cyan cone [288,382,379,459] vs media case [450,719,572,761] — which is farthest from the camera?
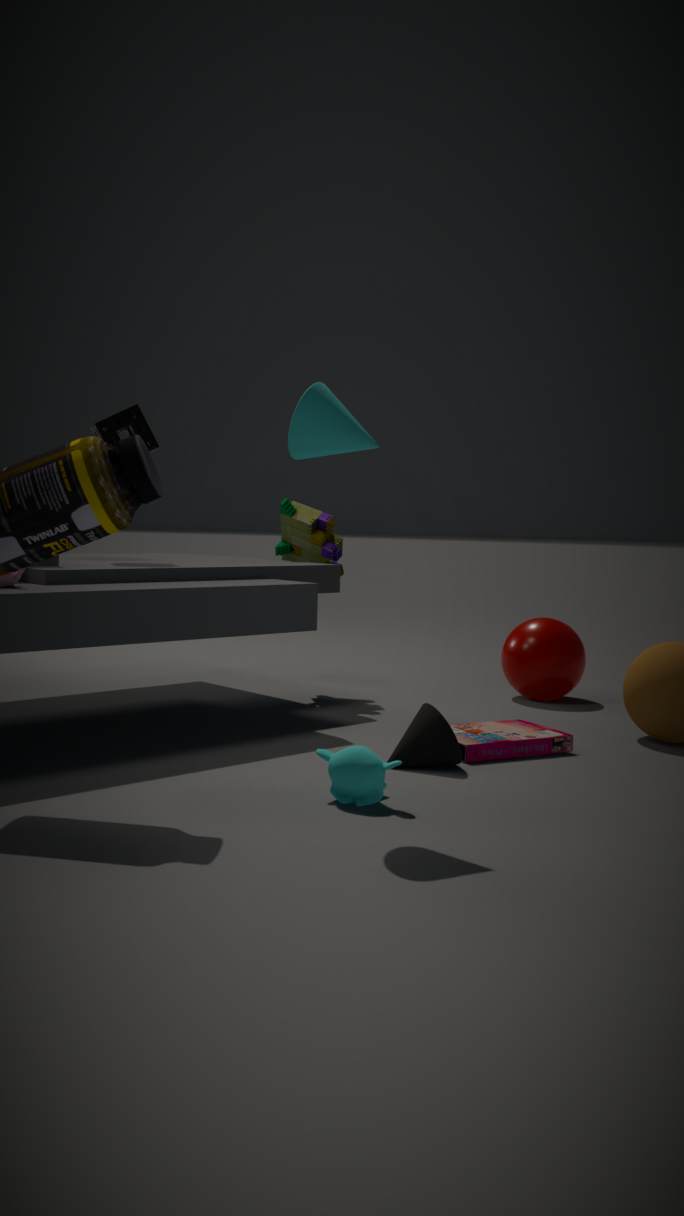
media case [450,719,572,761]
